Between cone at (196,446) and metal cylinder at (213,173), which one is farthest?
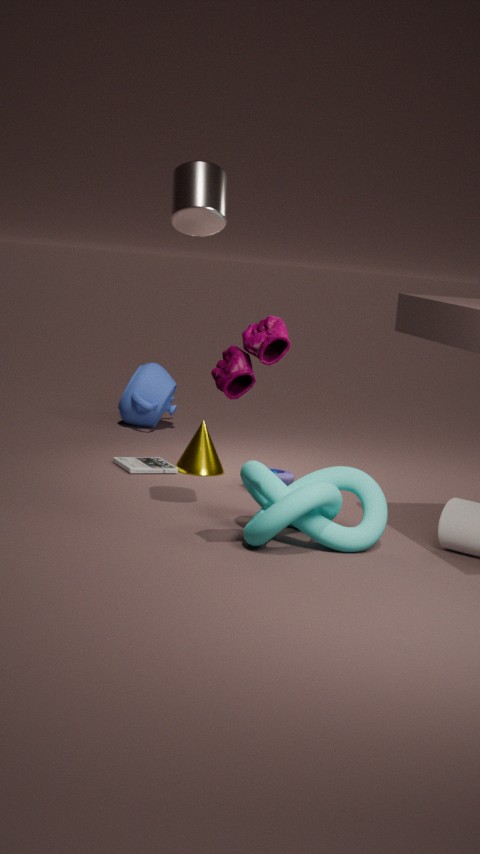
cone at (196,446)
